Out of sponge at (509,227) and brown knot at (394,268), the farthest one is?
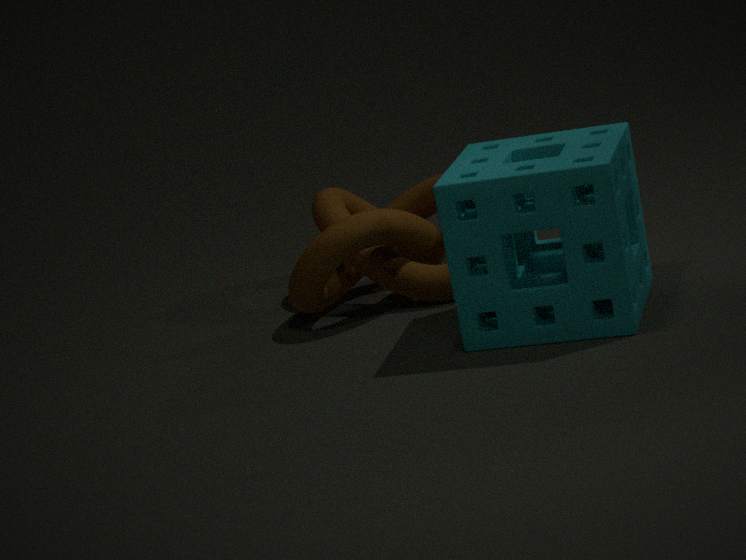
brown knot at (394,268)
